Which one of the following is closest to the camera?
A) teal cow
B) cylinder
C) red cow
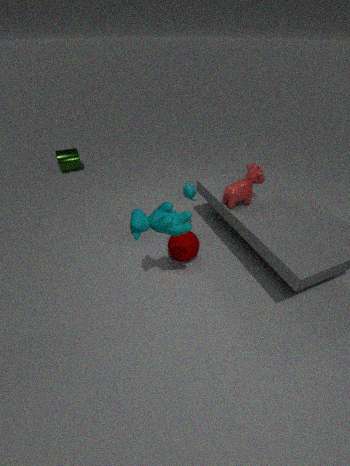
teal cow
